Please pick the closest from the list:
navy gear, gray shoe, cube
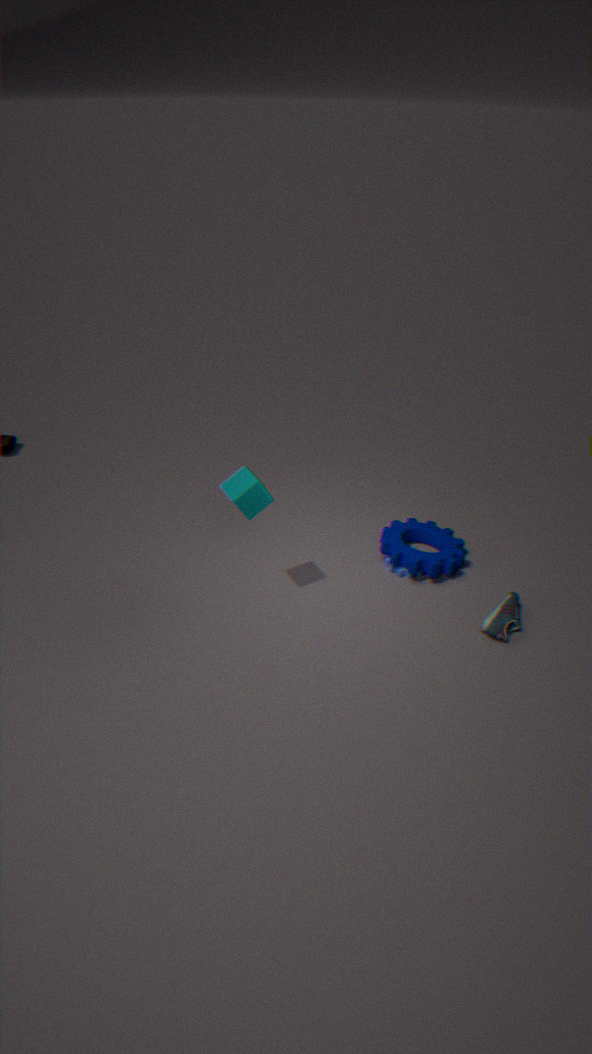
cube
